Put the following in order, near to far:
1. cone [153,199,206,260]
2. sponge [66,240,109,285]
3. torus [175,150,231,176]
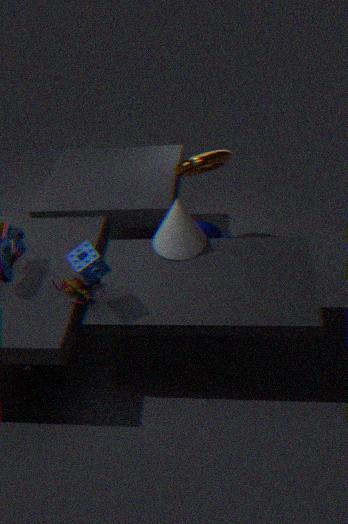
sponge [66,240,109,285] < cone [153,199,206,260] < torus [175,150,231,176]
